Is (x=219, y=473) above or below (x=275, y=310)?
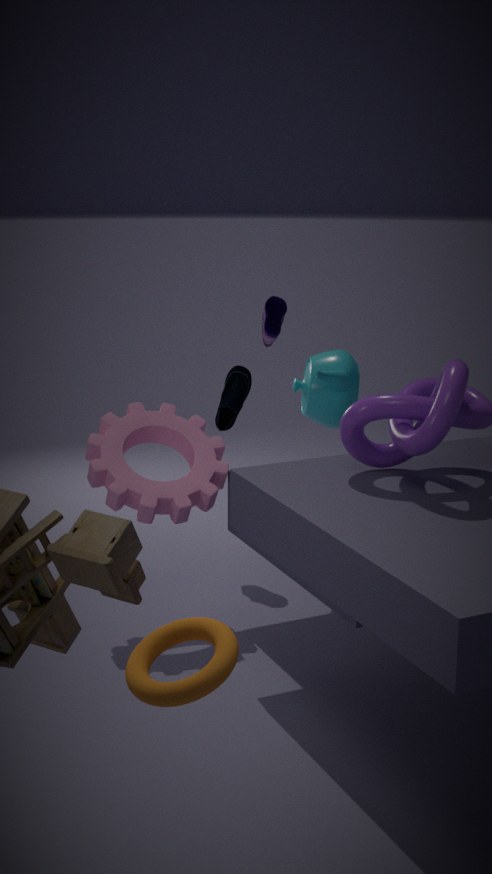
below
